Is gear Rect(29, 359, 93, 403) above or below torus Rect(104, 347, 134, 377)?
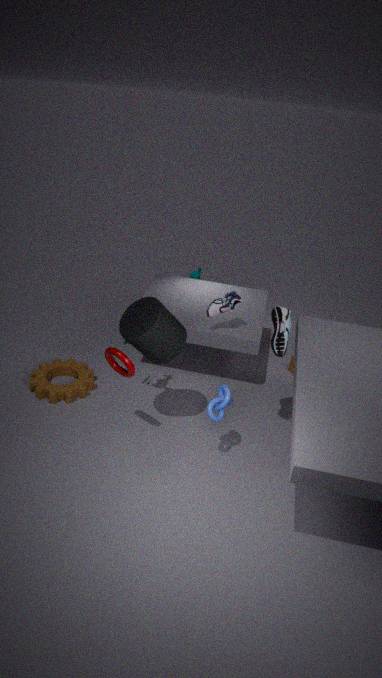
below
